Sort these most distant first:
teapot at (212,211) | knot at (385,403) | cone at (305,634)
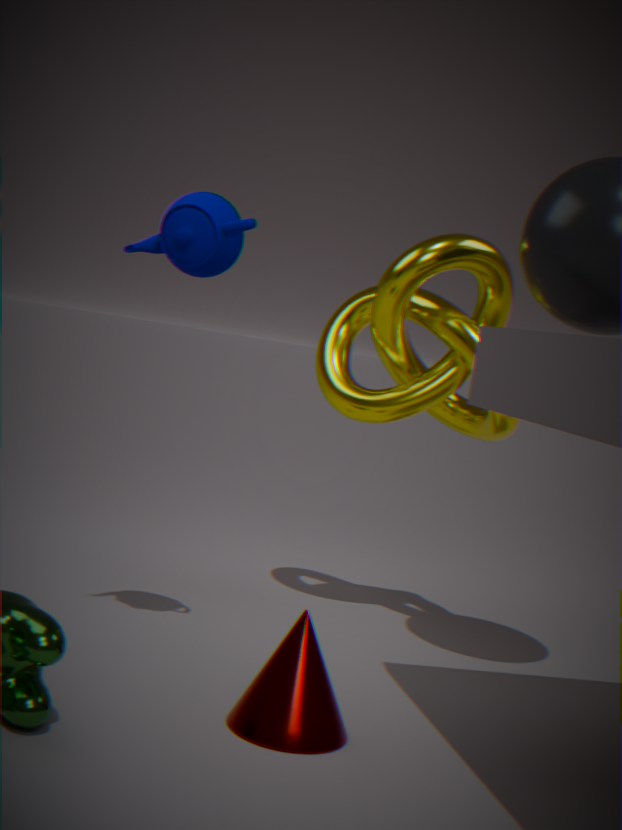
knot at (385,403) < teapot at (212,211) < cone at (305,634)
